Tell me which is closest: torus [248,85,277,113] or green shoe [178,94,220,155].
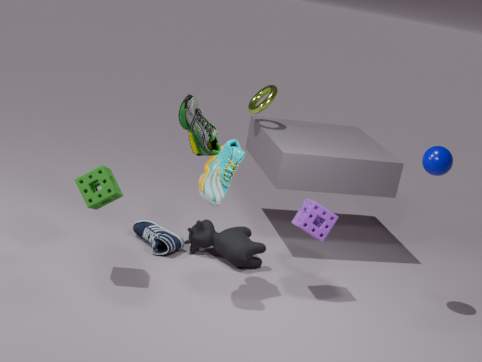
green shoe [178,94,220,155]
